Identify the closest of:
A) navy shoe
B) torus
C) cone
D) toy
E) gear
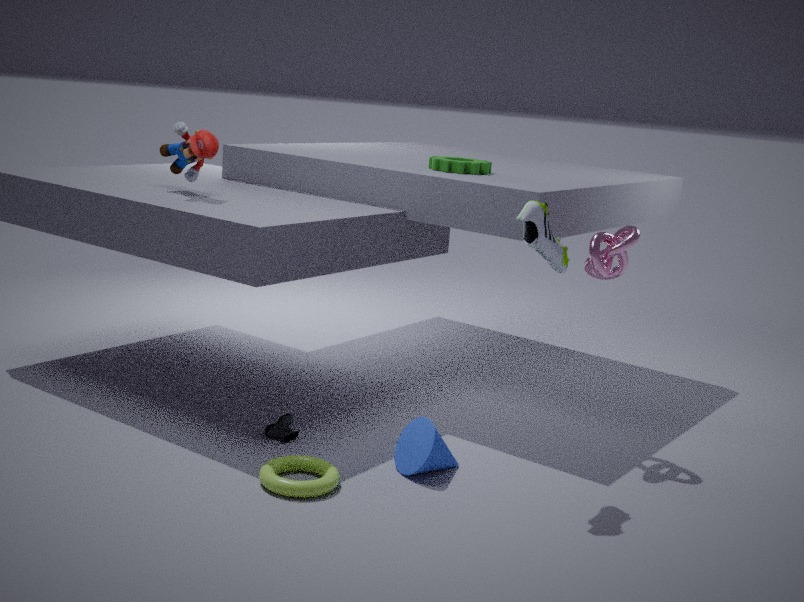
torus
